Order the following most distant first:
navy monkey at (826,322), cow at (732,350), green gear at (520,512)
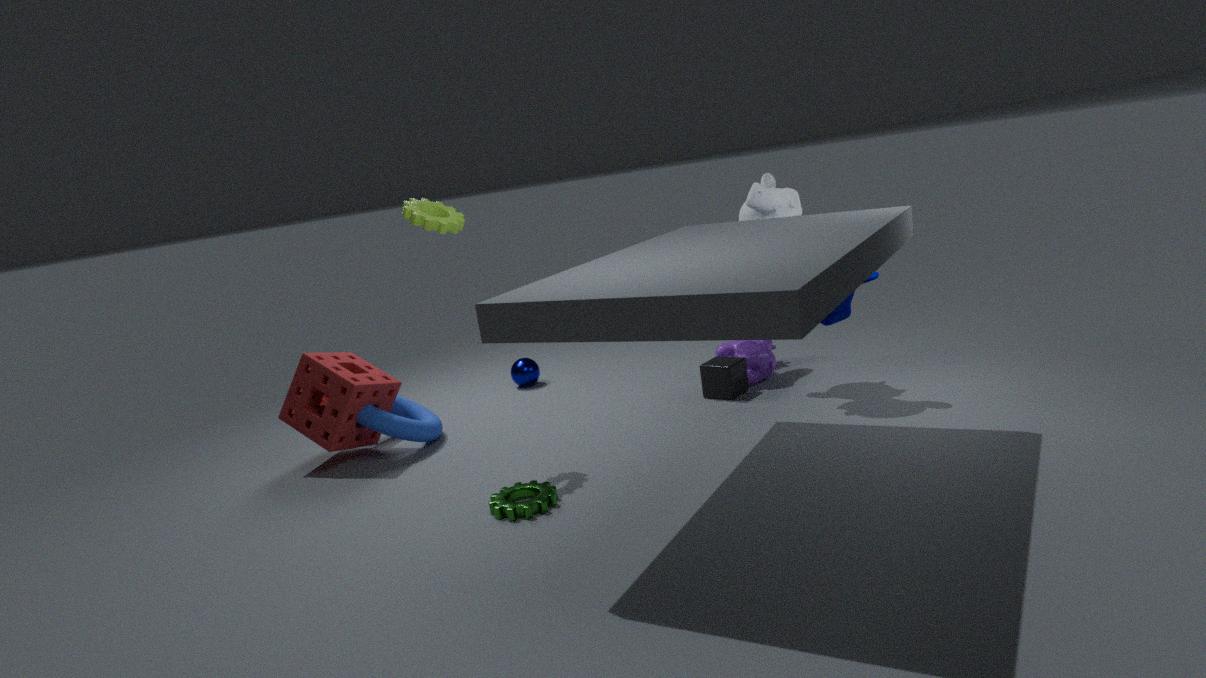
cow at (732,350)
navy monkey at (826,322)
green gear at (520,512)
